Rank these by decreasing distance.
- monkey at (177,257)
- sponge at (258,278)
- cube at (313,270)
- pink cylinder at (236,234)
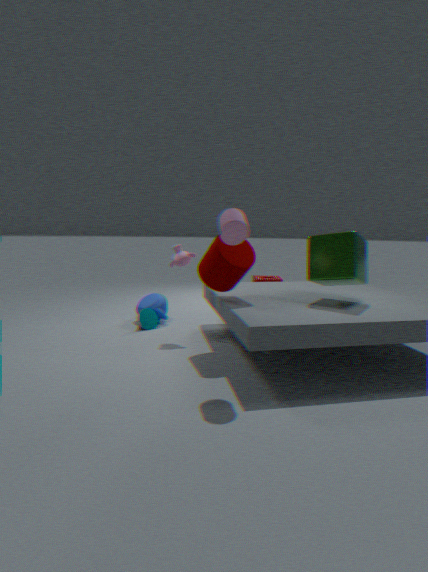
1. sponge at (258,278)
2. monkey at (177,257)
3. cube at (313,270)
4. pink cylinder at (236,234)
